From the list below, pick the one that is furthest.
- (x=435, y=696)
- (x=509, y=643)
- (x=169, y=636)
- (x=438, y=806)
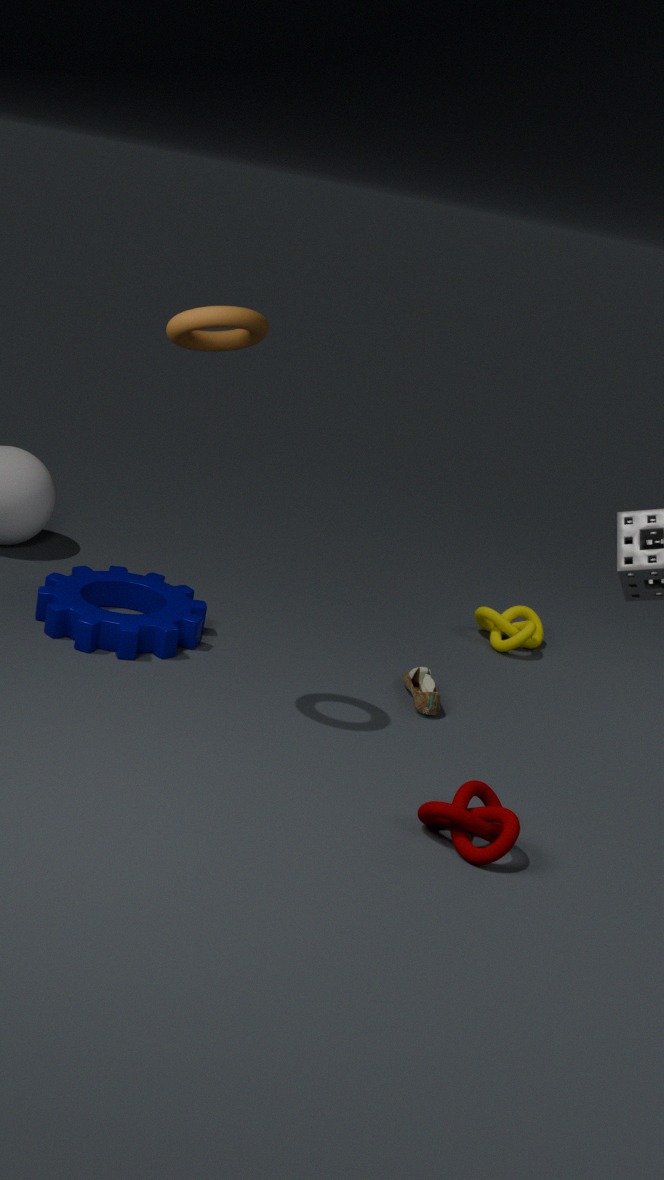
(x=509, y=643)
